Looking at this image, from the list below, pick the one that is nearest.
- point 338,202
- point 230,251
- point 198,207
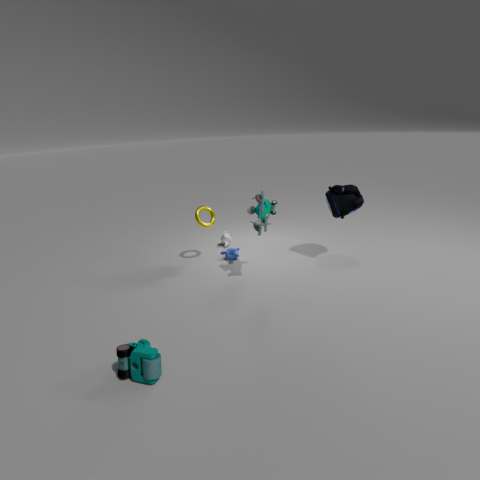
point 338,202
